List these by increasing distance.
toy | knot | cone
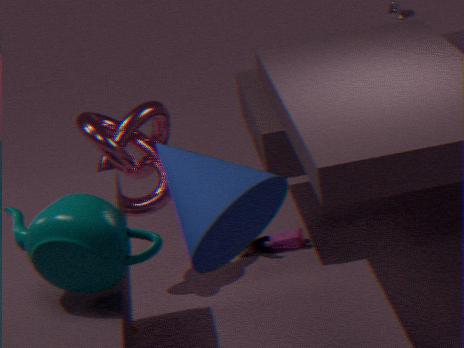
cone < knot < toy
